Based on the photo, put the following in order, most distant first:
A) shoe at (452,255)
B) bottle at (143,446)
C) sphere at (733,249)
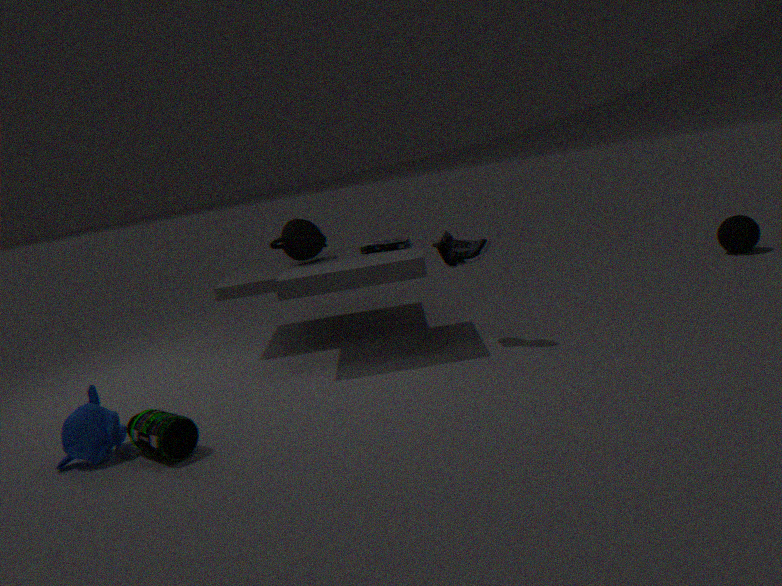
sphere at (733,249) < shoe at (452,255) < bottle at (143,446)
